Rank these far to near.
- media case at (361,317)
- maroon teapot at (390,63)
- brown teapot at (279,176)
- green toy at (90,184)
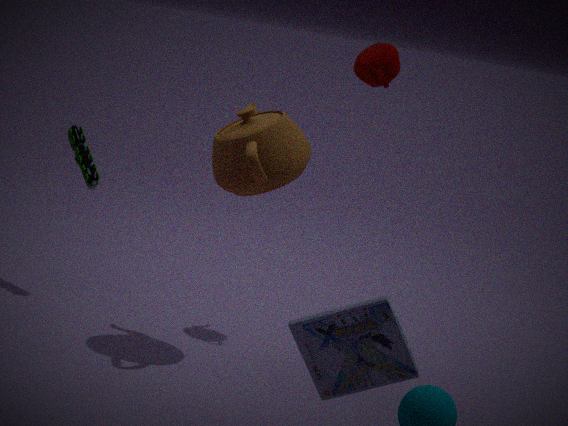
1. green toy at (90,184)
2. maroon teapot at (390,63)
3. brown teapot at (279,176)
4. media case at (361,317)
